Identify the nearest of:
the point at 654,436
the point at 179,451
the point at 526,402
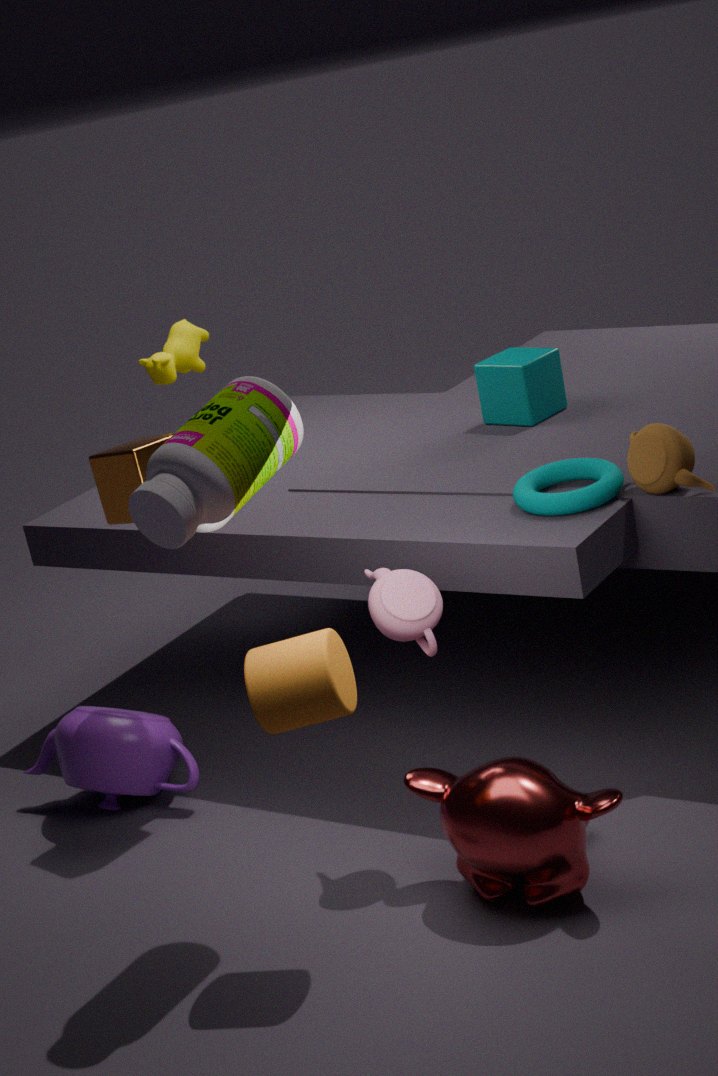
the point at 179,451
